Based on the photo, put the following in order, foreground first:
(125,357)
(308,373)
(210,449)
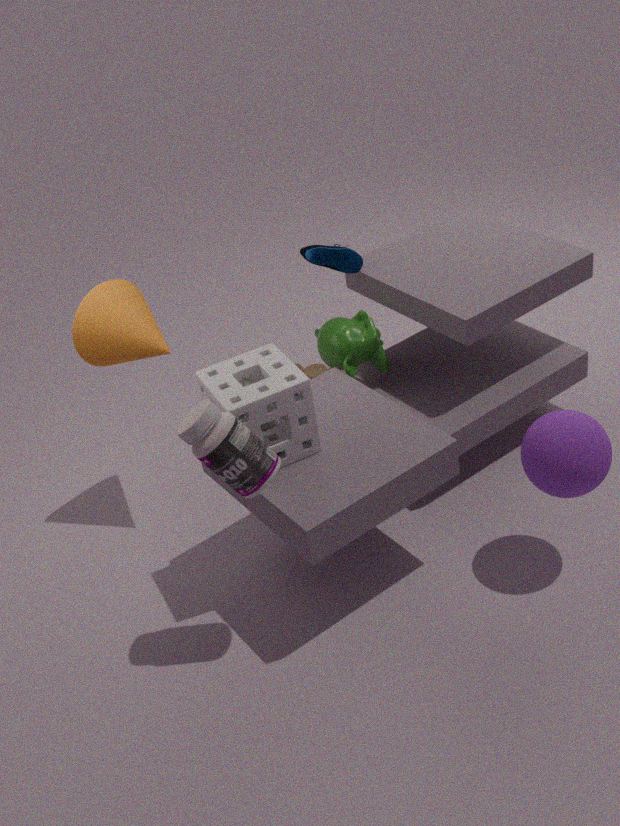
(210,449), (125,357), (308,373)
